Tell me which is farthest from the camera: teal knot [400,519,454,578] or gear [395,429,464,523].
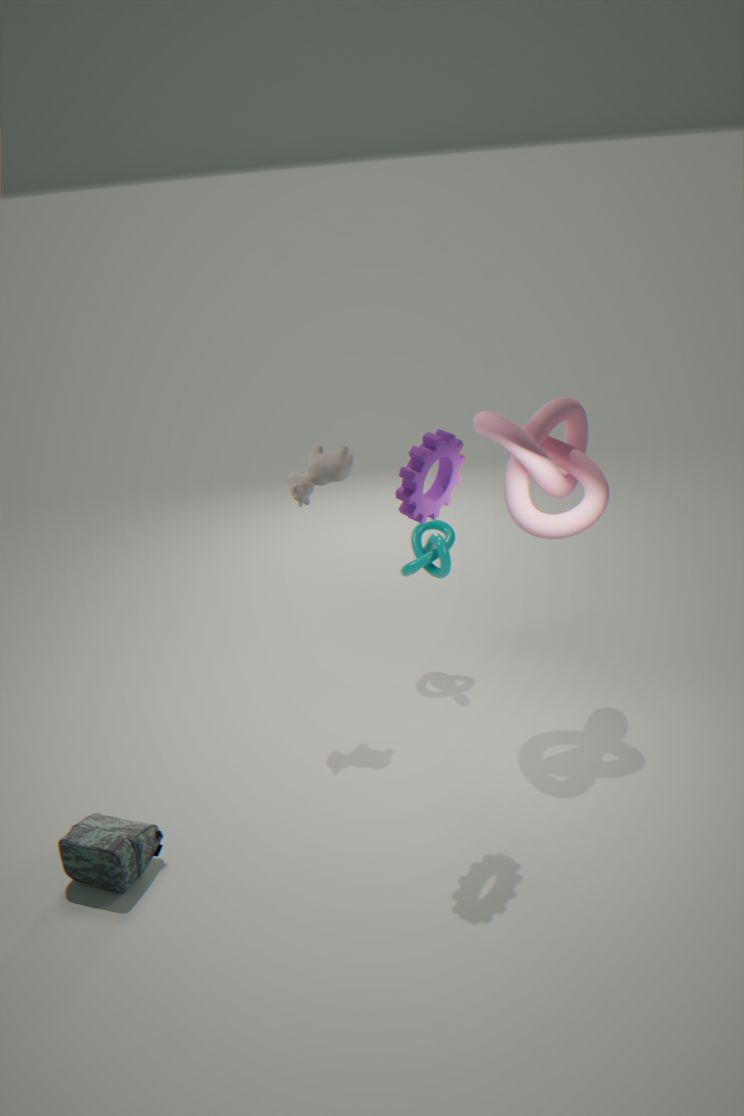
teal knot [400,519,454,578]
